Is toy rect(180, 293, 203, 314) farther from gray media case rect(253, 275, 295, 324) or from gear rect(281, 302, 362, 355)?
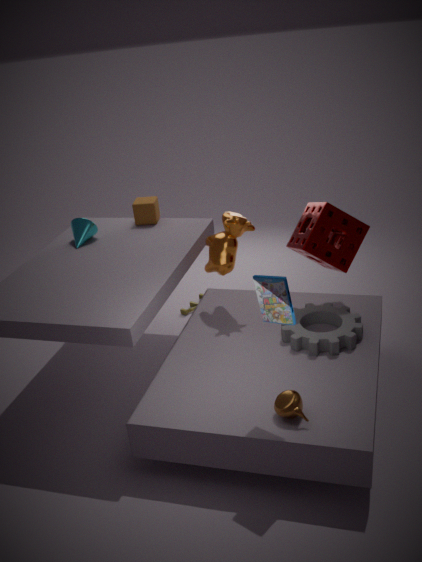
A: gray media case rect(253, 275, 295, 324)
